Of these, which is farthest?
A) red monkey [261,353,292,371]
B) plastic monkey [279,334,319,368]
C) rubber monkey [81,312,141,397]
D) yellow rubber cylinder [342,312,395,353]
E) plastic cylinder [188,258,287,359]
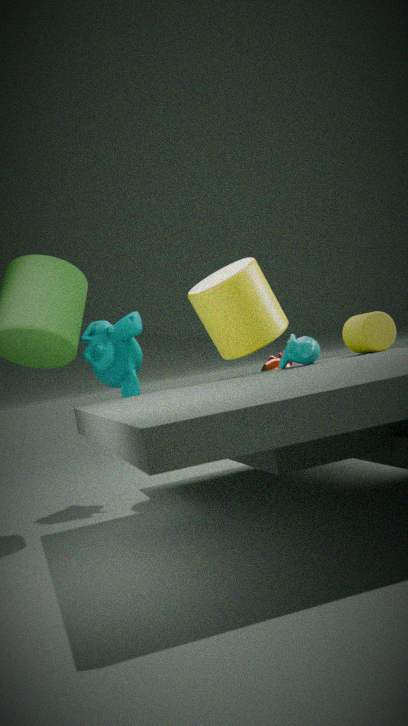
red monkey [261,353,292,371]
